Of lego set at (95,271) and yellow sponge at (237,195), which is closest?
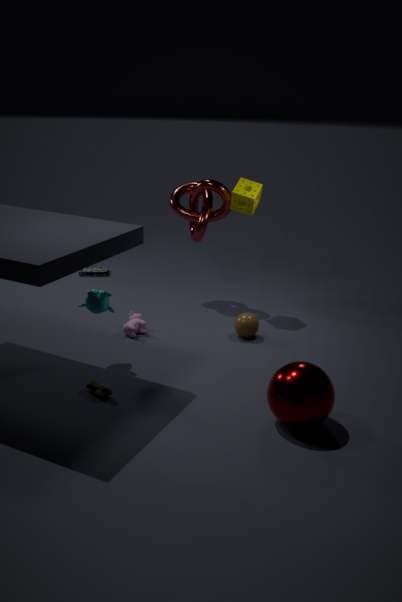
yellow sponge at (237,195)
